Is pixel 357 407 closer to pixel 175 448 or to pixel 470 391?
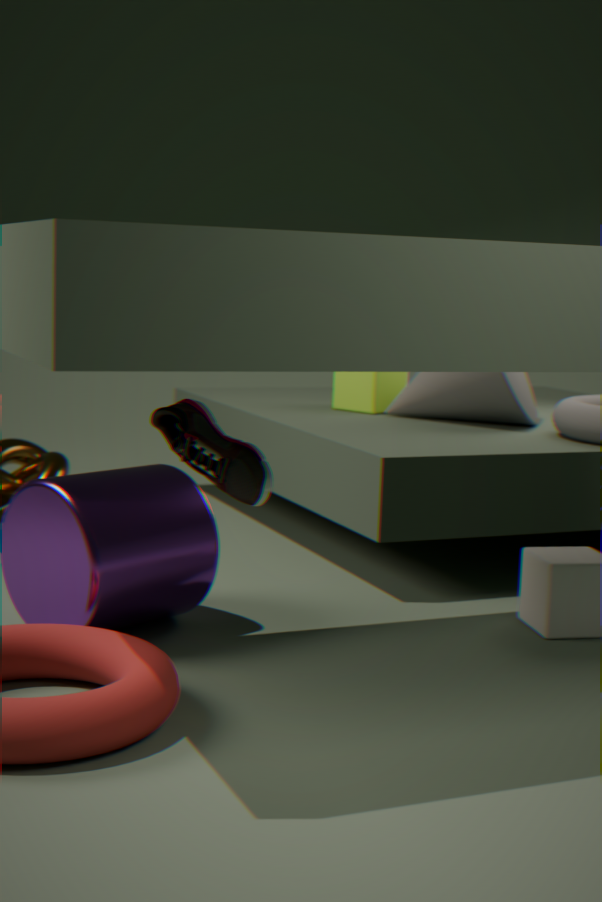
pixel 470 391
